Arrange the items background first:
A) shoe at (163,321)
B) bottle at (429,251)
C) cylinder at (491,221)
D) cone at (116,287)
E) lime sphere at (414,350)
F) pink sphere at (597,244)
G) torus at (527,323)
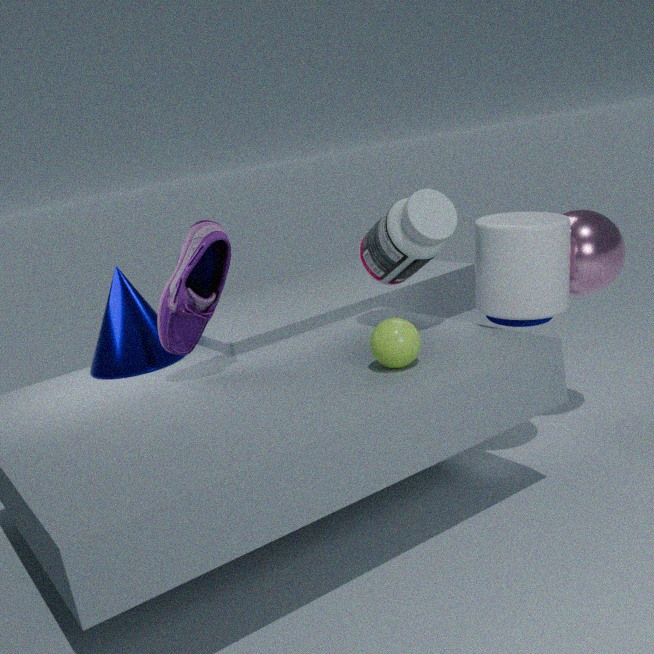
cone at (116,287), pink sphere at (597,244), torus at (527,323), bottle at (429,251), cylinder at (491,221), shoe at (163,321), lime sphere at (414,350)
